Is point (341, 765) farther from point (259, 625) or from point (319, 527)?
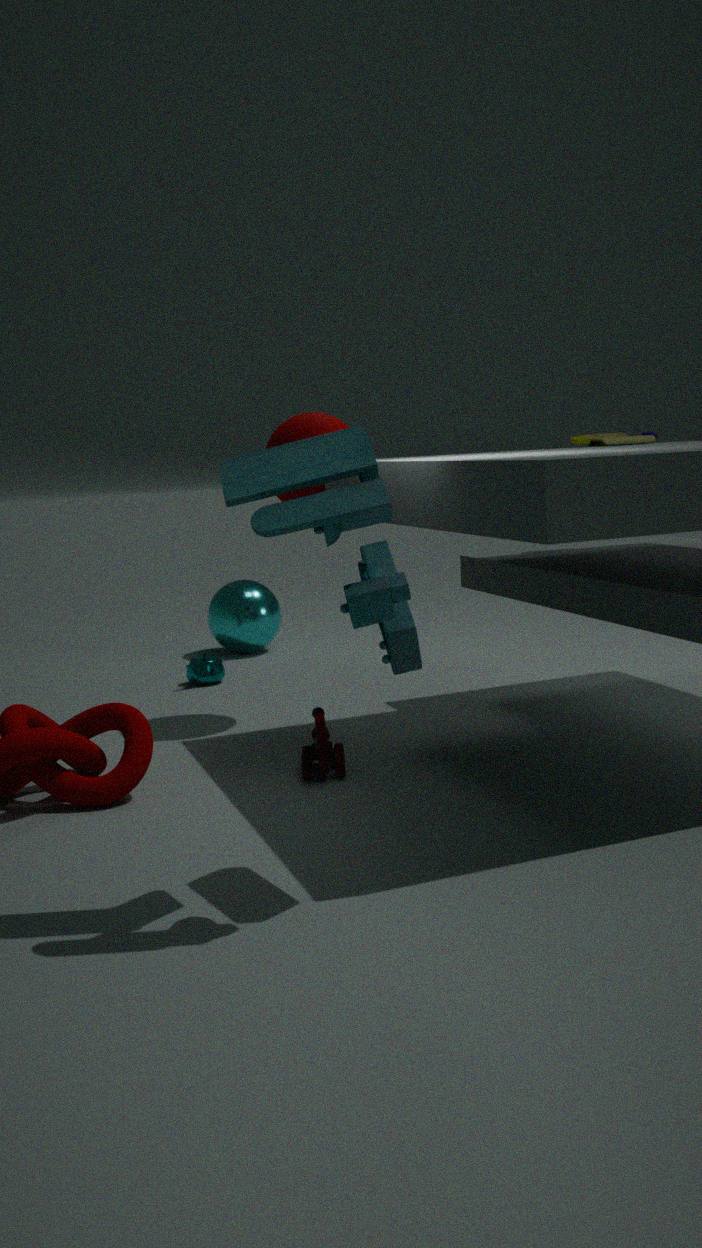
point (259, 625)
